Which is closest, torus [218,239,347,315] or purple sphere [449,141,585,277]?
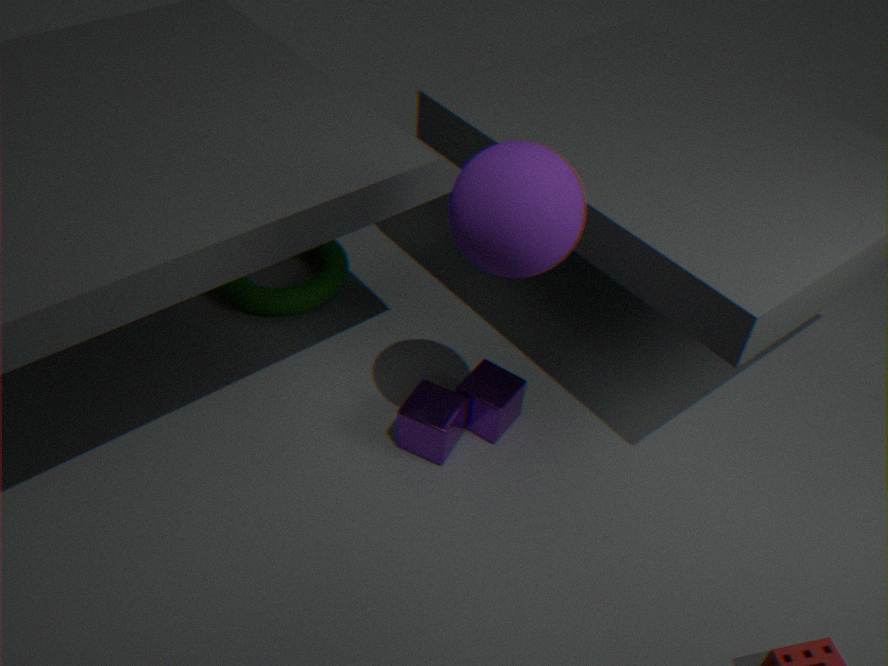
purple sphere [449,141,585,277]
